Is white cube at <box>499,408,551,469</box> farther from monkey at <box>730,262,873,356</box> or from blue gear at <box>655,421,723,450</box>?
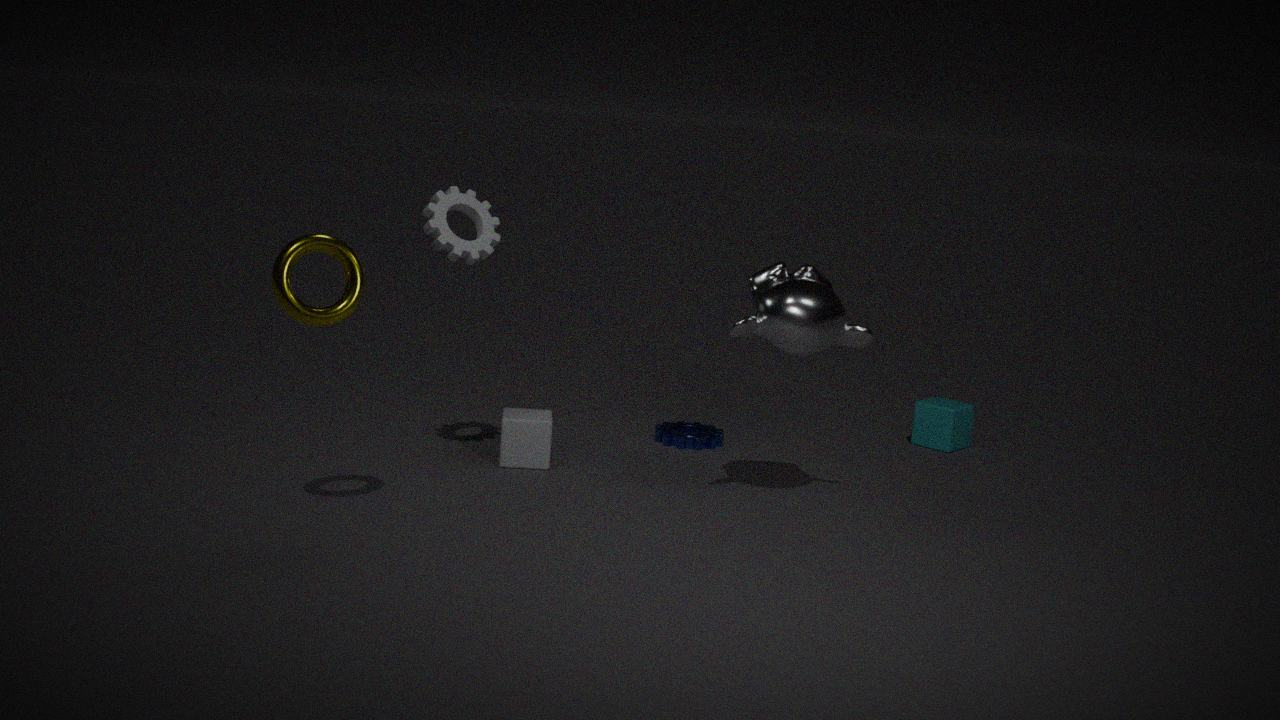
monkey at <box>730,262,873,356</box>
